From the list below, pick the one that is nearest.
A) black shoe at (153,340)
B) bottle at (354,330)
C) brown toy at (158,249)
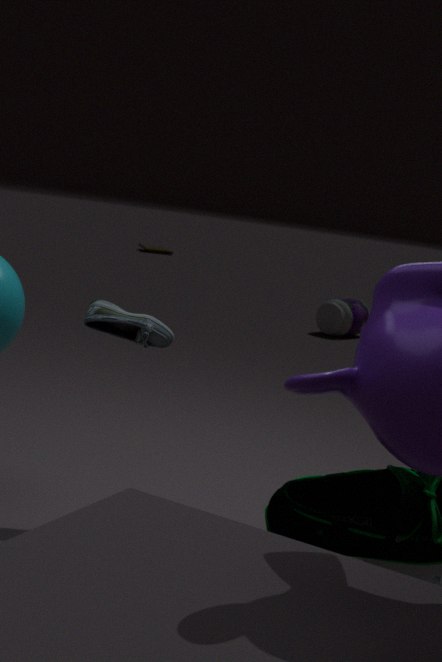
black shoe at (153,340)
